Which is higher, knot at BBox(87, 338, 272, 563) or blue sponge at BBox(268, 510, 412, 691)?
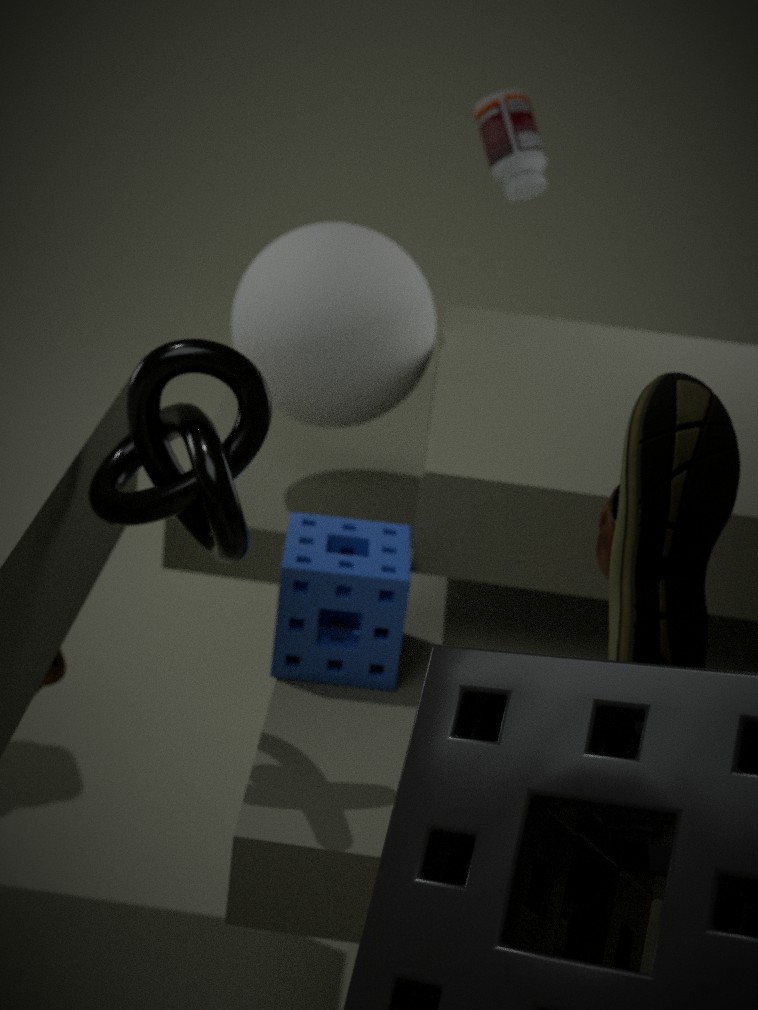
knot at BBox(87, 338, 272, 563)
